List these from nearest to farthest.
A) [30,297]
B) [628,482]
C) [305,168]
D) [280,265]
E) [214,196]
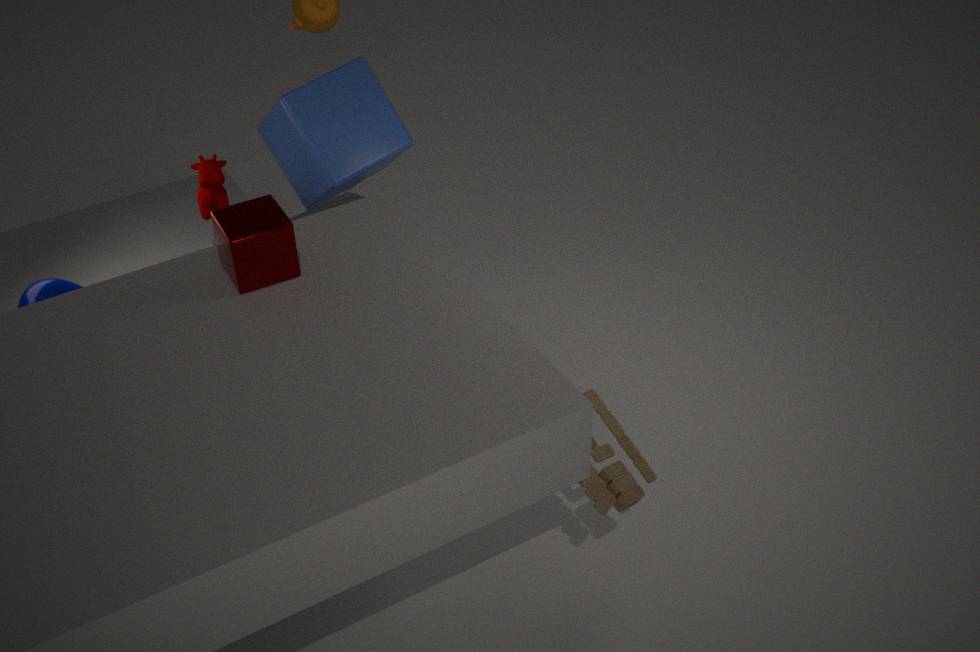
[628,482] → [280,265] → [30,297] → [214,196] → [305,168]
